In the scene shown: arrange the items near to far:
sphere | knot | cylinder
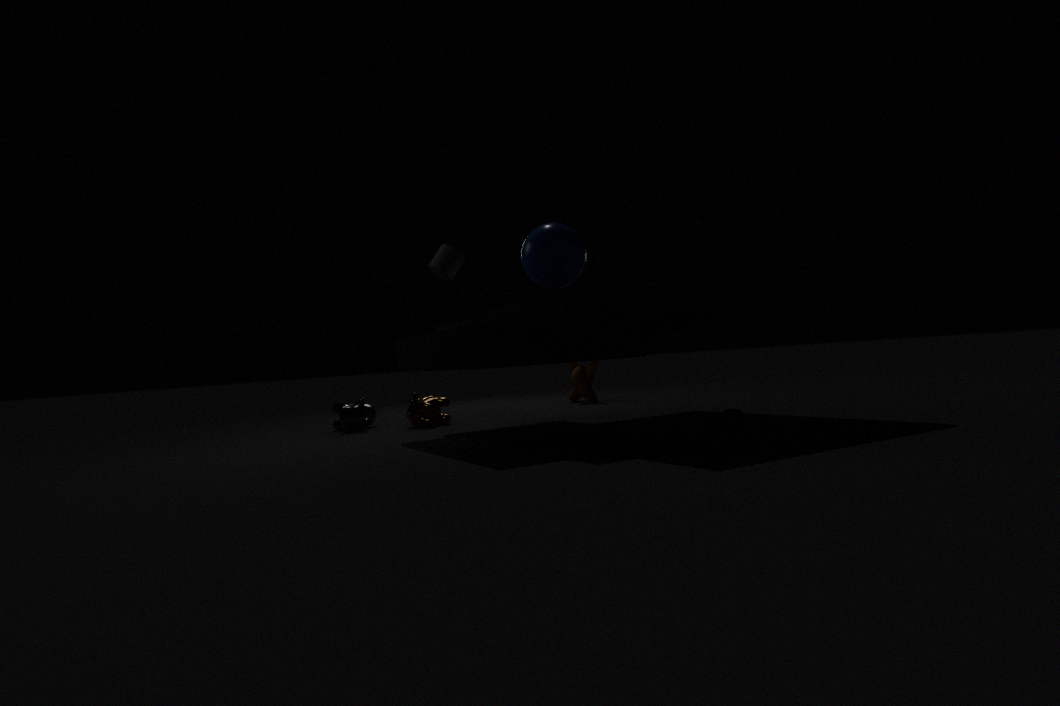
sphere → cylinder → knot
